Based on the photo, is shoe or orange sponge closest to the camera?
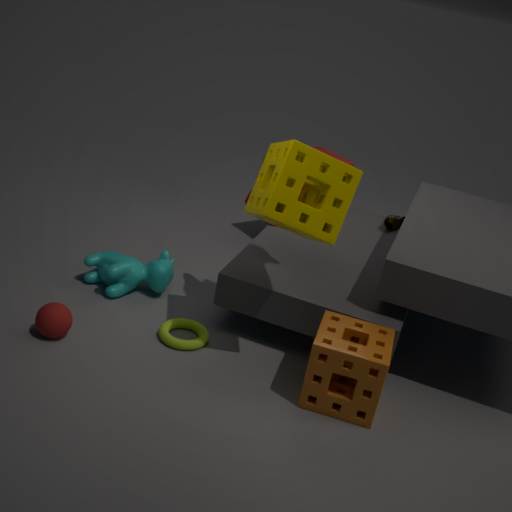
orange sponge
